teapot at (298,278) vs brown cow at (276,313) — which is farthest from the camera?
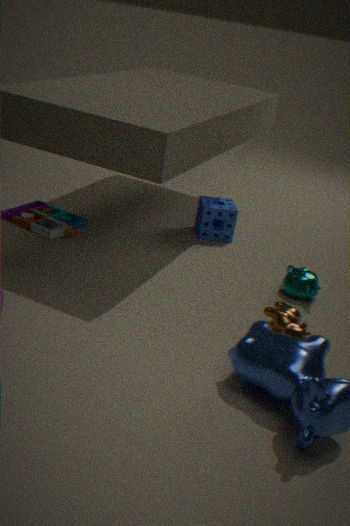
teapot at (298,278)
